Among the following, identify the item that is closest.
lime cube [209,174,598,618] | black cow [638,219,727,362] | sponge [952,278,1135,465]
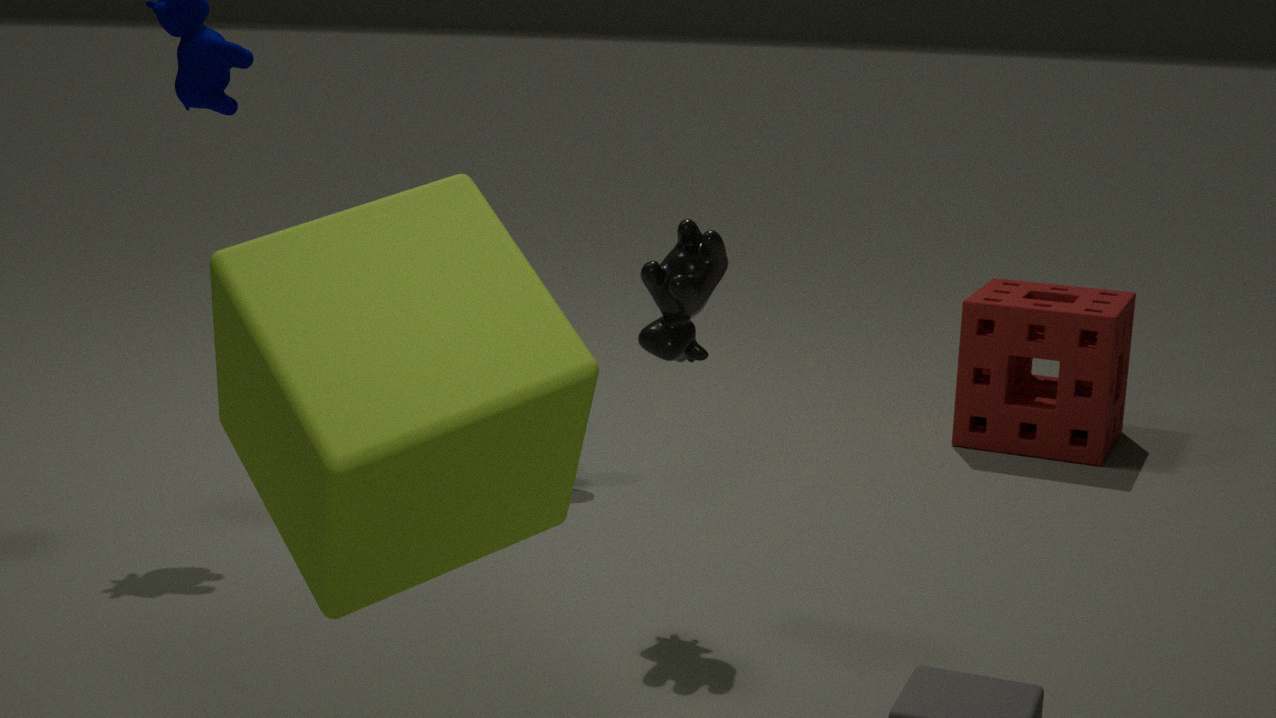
lime cube [209,174,598,618]
